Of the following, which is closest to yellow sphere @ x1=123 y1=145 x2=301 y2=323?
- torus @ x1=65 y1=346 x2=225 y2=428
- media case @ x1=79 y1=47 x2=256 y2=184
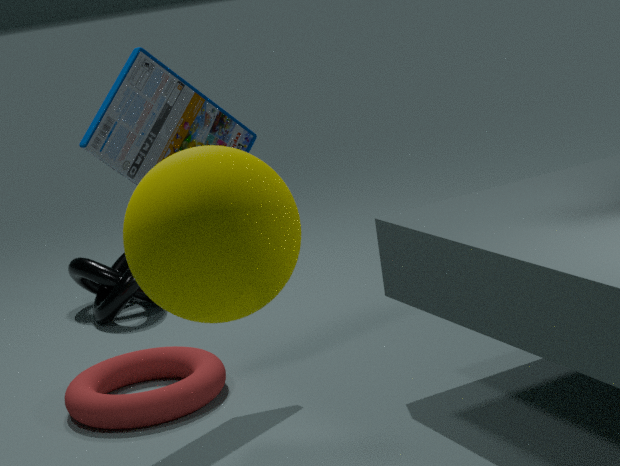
media case @ x1=79 y1=47 x2=256 y2=184
